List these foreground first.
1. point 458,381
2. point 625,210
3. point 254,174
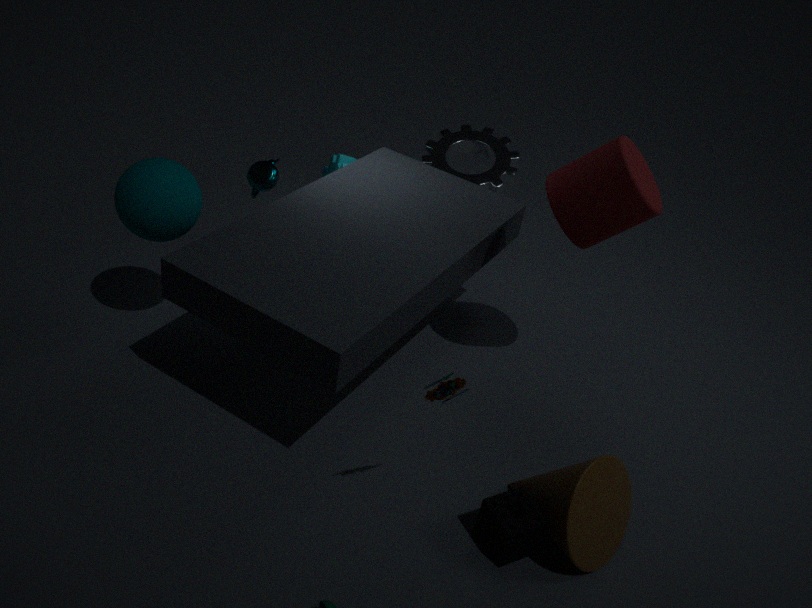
point 458,381, point 625,210, point 254,174
